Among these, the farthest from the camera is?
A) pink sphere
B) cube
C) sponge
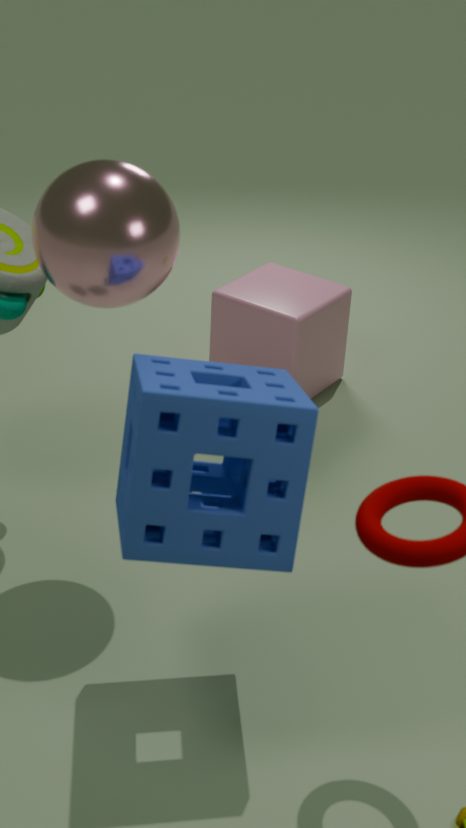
cube
